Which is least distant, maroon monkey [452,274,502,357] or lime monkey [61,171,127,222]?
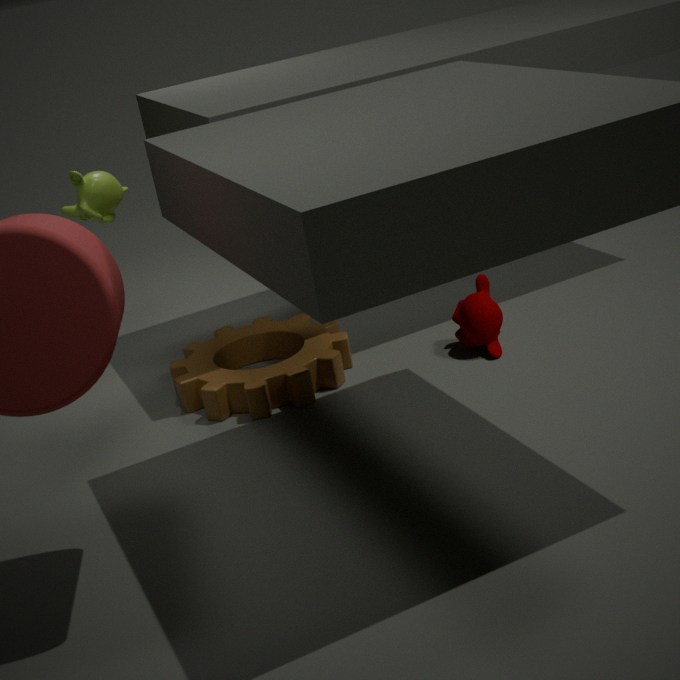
maroon monkey [452,274,502,357]
